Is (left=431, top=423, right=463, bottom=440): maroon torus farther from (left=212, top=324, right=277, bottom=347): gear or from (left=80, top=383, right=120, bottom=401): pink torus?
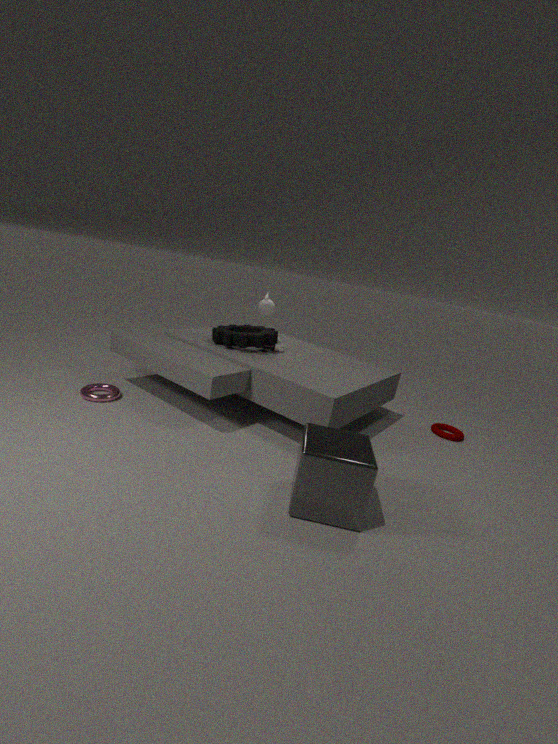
(left=80, top=383, right=120, bottom=401): pink torus
